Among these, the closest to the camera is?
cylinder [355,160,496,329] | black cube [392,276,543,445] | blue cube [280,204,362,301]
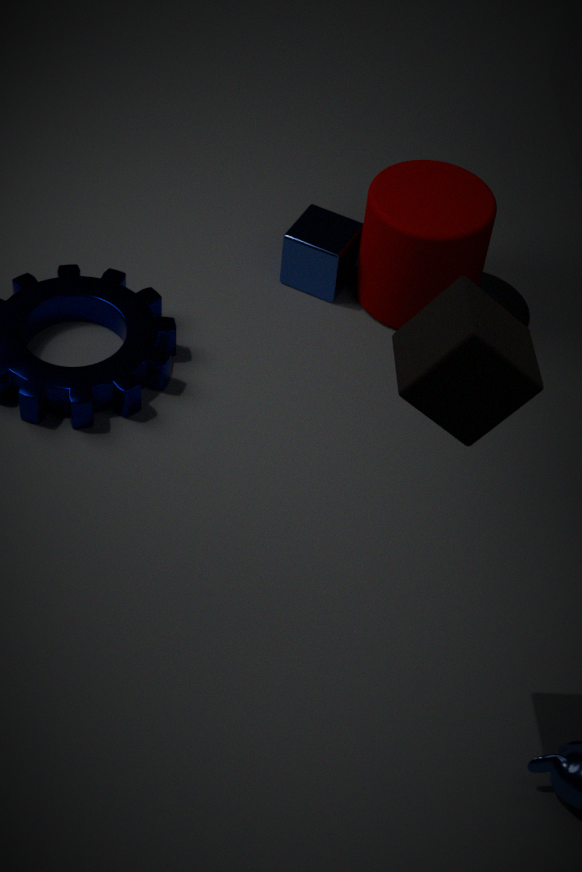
black cube [392,276,543,445]
